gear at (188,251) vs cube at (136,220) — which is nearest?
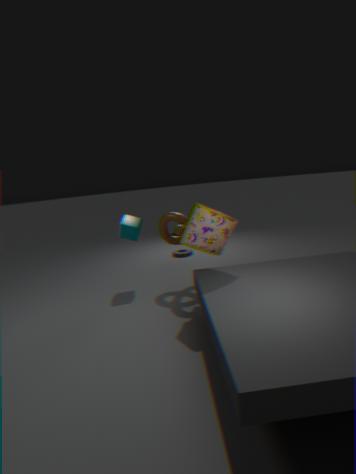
cube at (136,220)
